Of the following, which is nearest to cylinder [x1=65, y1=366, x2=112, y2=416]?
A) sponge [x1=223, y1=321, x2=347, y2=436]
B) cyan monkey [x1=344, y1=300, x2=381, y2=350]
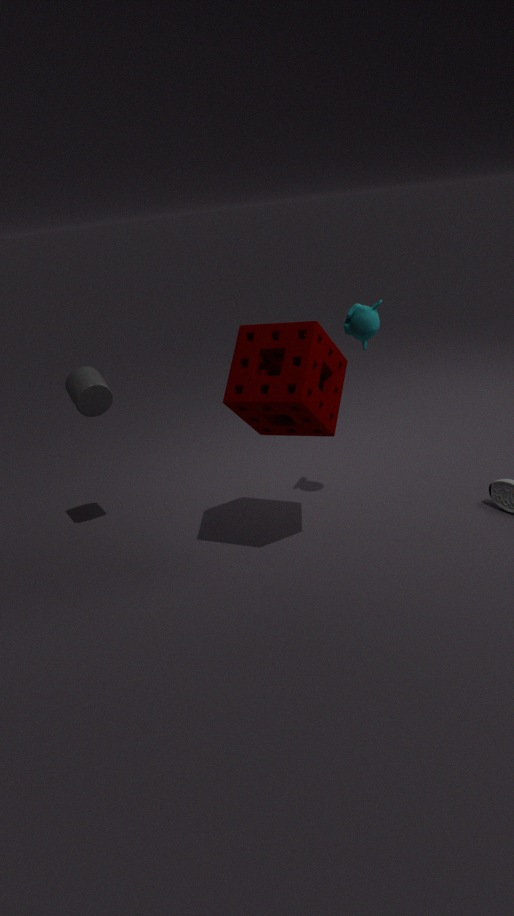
sponge [x1=223, y1=321, x2=347, y2=436]
